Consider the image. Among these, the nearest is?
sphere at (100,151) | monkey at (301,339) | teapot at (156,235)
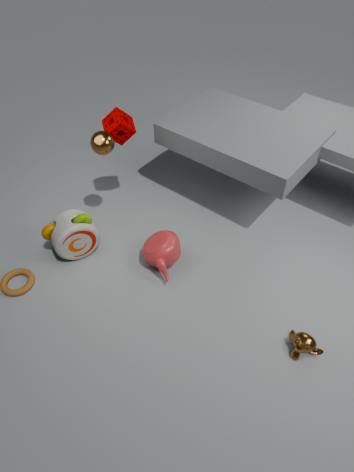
monkey at (301,339)
